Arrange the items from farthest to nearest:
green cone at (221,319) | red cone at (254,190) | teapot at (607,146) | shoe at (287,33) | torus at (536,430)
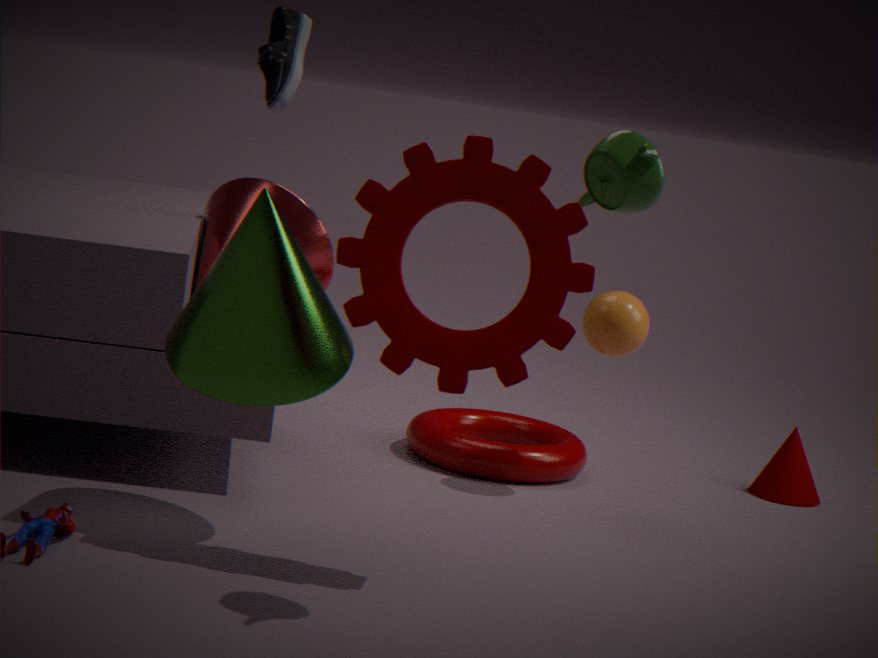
torus at (536,430) → red cone at (254,190) → green cone at (221,319) → shoe at (287,33) → teapot at (607,146)
